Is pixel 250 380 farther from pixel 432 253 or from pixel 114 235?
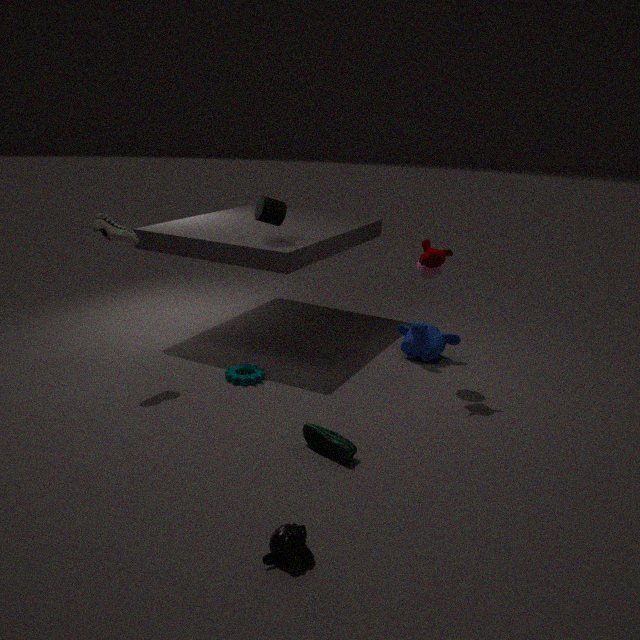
pixel 432 253
